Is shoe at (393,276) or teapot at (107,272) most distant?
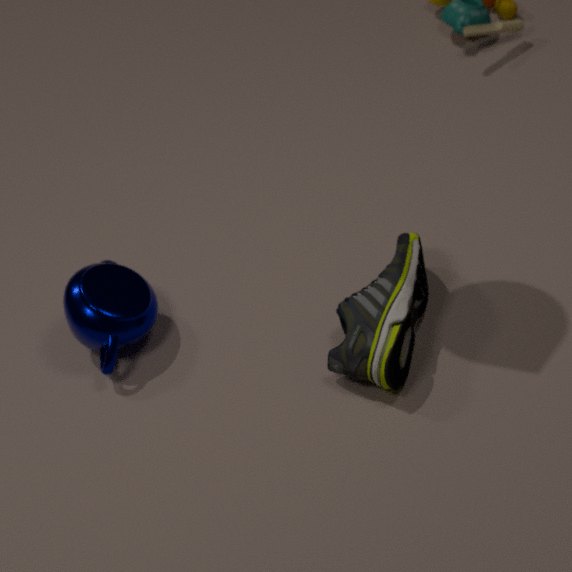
teapot at (107,272)
